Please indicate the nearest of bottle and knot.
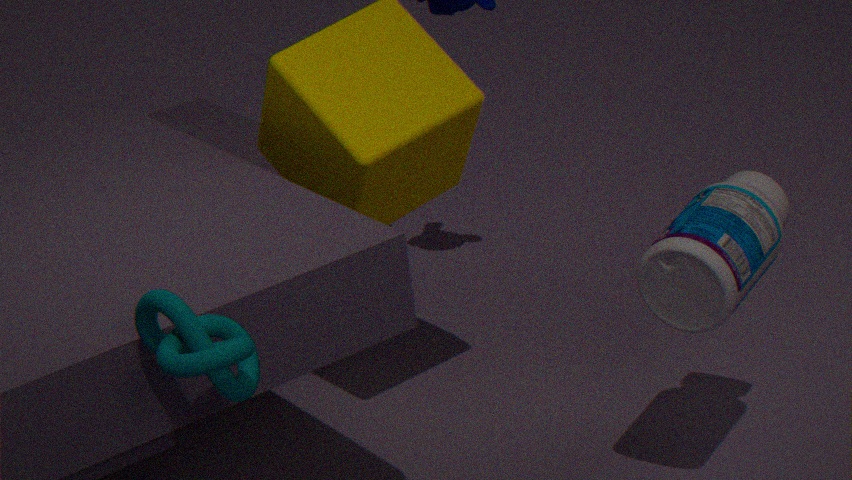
knot
